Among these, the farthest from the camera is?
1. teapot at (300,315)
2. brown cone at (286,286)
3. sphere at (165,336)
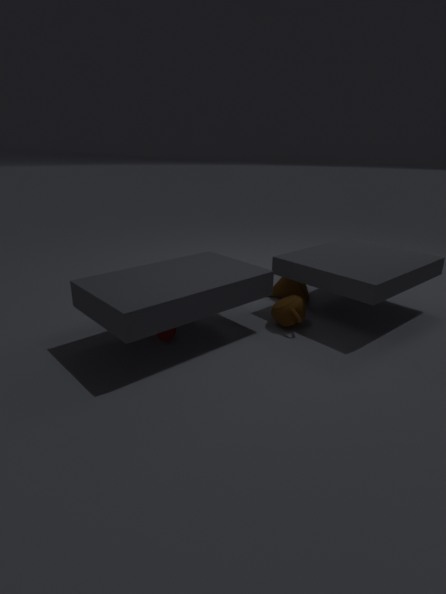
brown cone at (286,286)
